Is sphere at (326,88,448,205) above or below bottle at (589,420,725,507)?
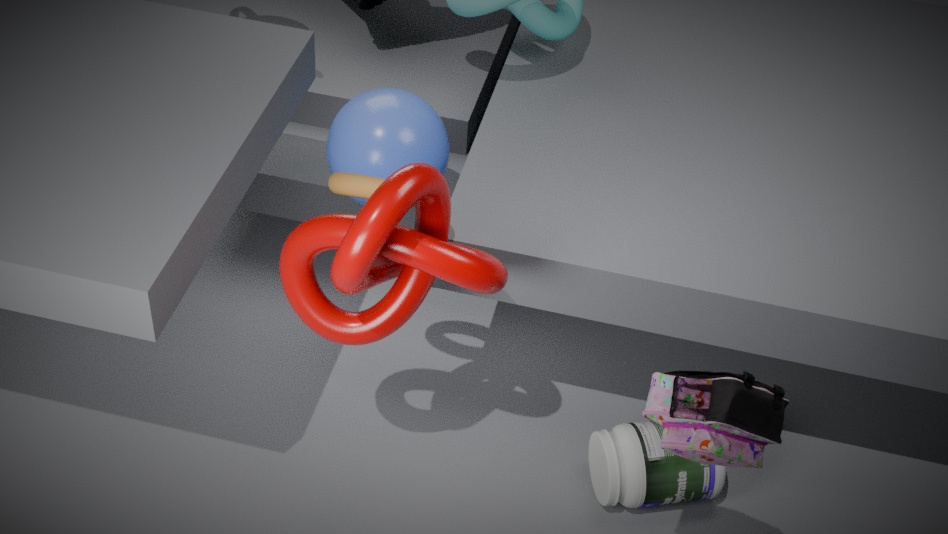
above
